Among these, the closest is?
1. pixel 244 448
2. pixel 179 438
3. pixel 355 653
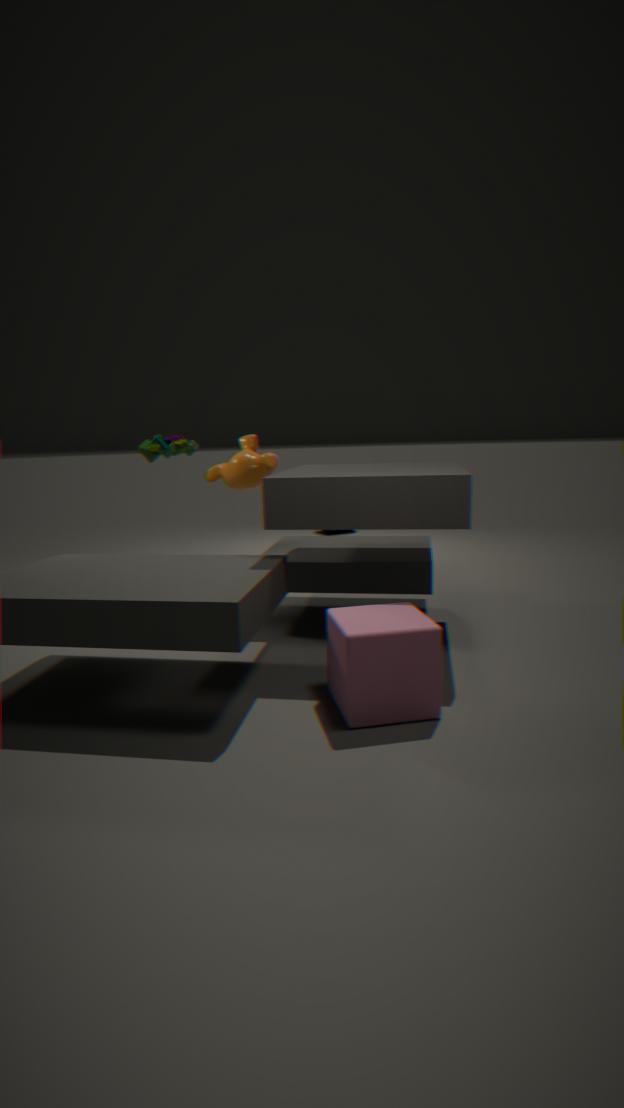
pixel 355 653
